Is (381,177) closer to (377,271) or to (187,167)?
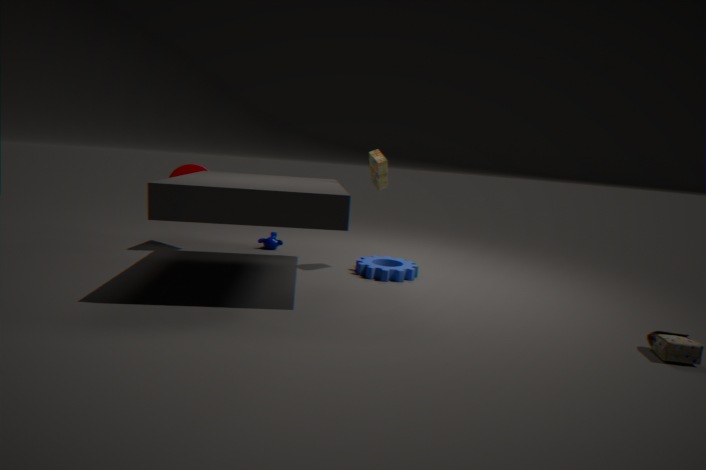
(377,271)
